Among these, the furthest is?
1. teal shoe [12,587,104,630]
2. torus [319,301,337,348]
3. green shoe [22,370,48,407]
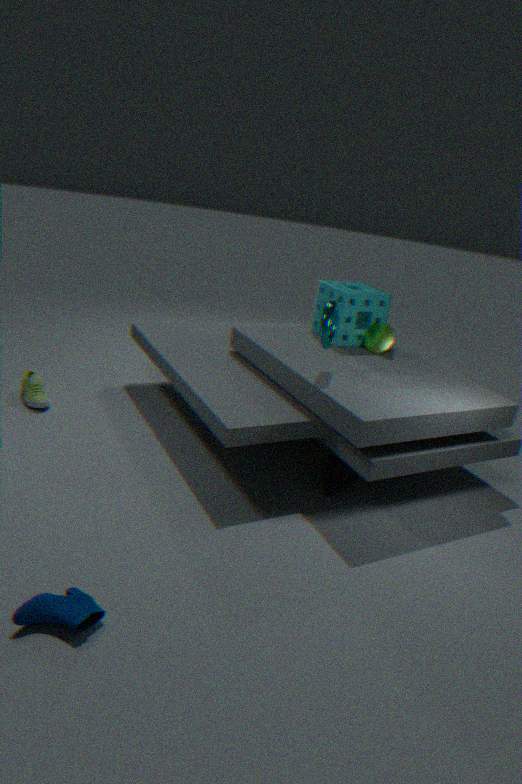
green shoe [22,370,48,407]
